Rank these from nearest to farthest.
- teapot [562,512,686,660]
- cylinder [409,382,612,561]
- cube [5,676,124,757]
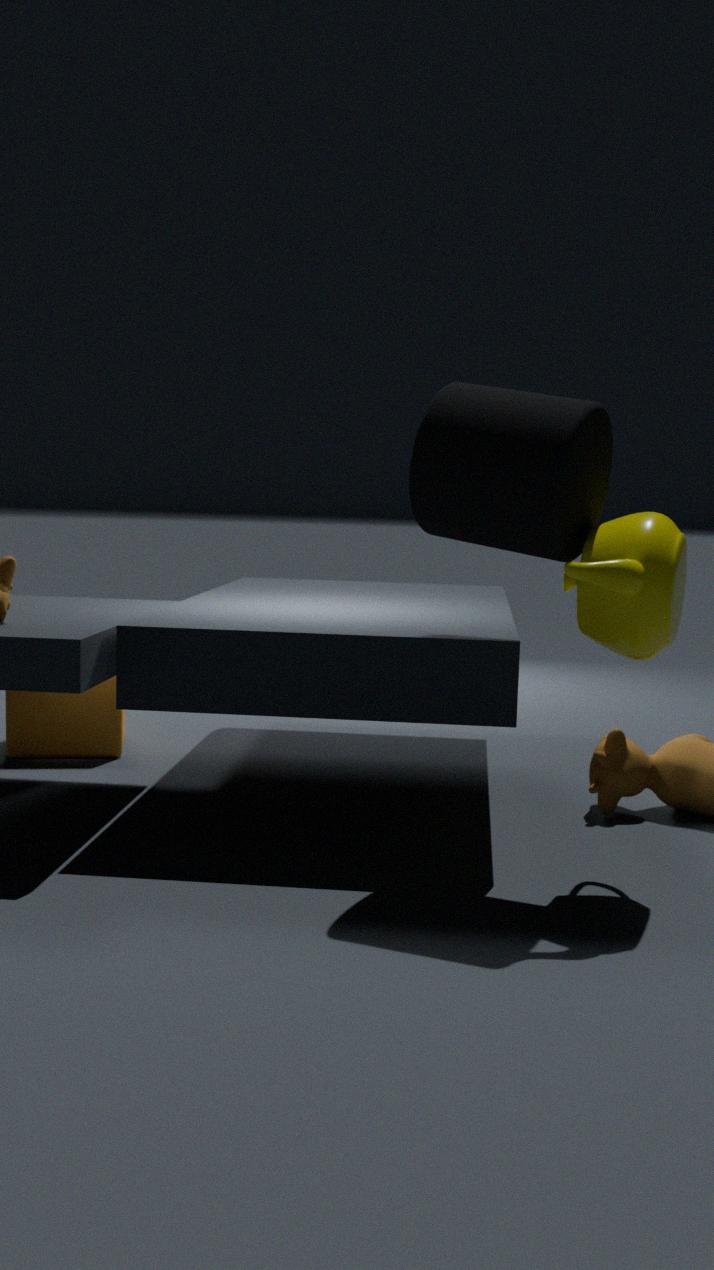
teapot [562,512,686,660]
cylinder [409,382,612,561]
cube [5,676,124,757]
